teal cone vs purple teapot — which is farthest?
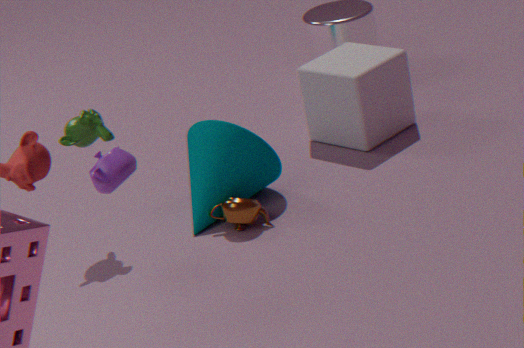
teal cone
